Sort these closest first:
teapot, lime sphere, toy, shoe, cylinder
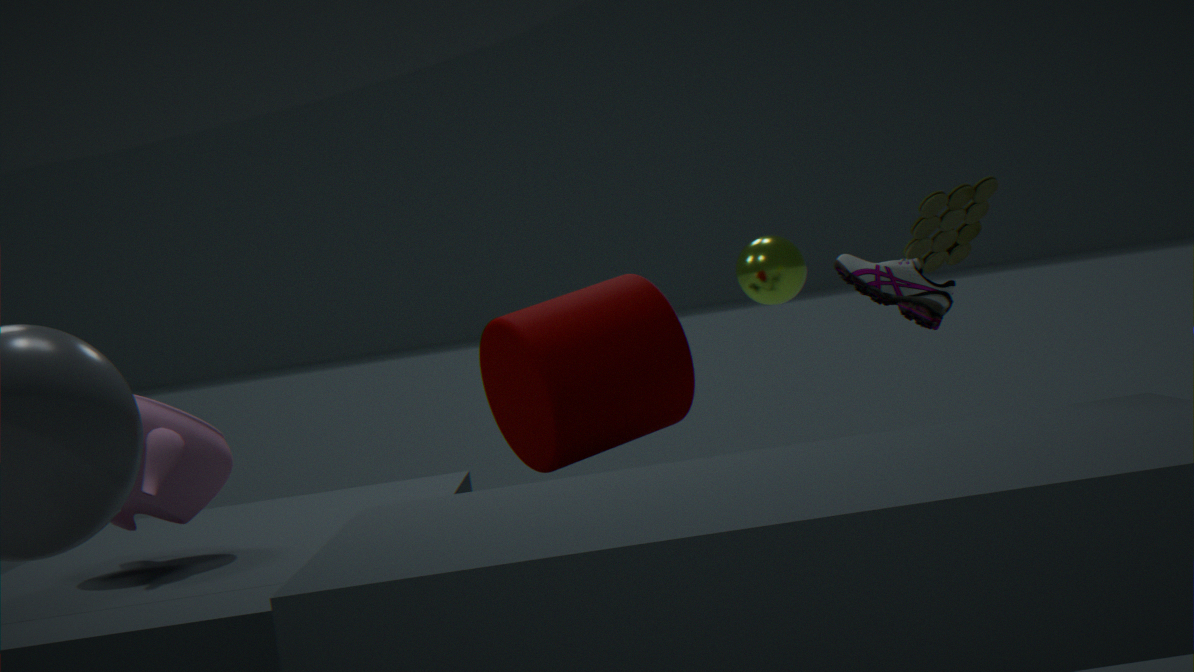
teapot
toy
shoe
cylinder
lime sphere
